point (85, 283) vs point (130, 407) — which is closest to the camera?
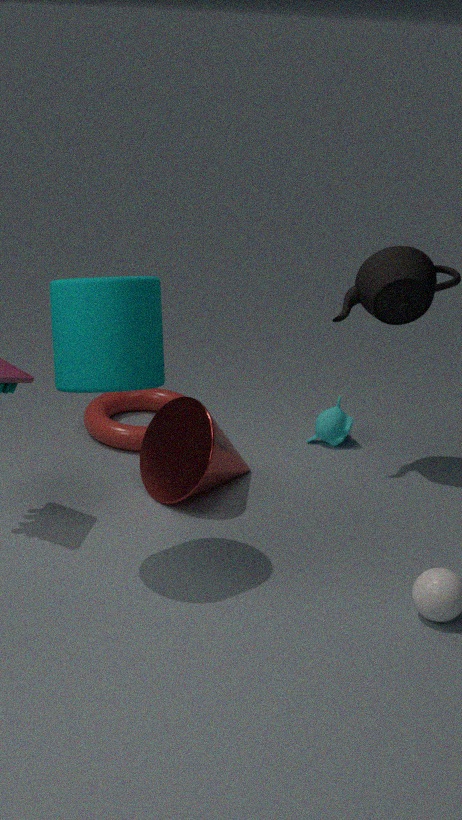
point (85, 283)
